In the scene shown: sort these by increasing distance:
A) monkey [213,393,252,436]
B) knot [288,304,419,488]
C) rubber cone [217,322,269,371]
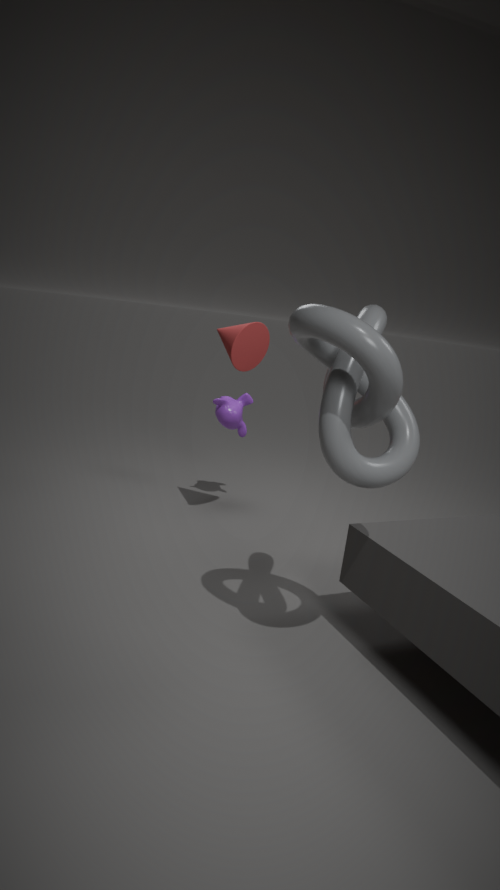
knot [288,304,419,488]
rubber cone [217,322,269,371]
monkey [213,393,252,436]
